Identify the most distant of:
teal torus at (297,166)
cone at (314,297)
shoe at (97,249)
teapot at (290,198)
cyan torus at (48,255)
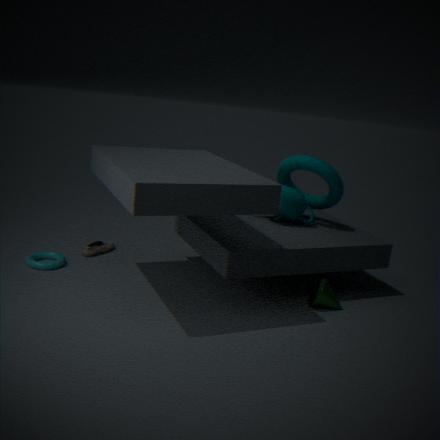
shoe at (97,249)
